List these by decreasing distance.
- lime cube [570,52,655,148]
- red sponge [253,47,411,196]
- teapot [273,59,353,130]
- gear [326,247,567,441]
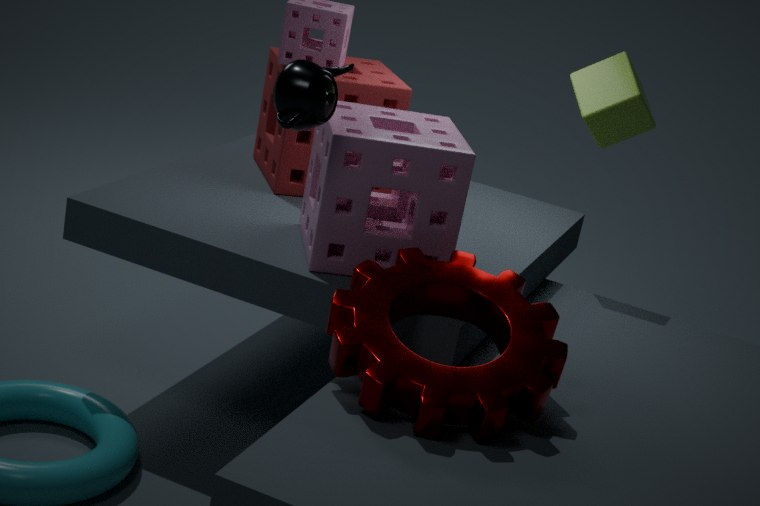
lime cube [570,52,655,148] < red sponge [253,47,411,196] < teapot [273,59,353,130] < gear [326,247,567,441]
